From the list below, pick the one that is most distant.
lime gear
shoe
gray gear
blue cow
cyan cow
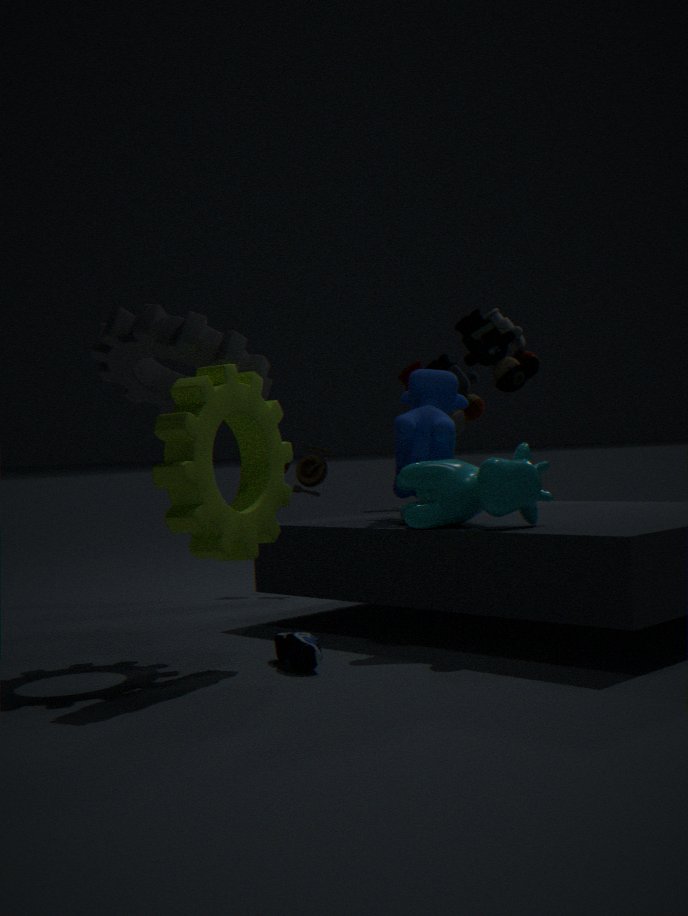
blue cow
